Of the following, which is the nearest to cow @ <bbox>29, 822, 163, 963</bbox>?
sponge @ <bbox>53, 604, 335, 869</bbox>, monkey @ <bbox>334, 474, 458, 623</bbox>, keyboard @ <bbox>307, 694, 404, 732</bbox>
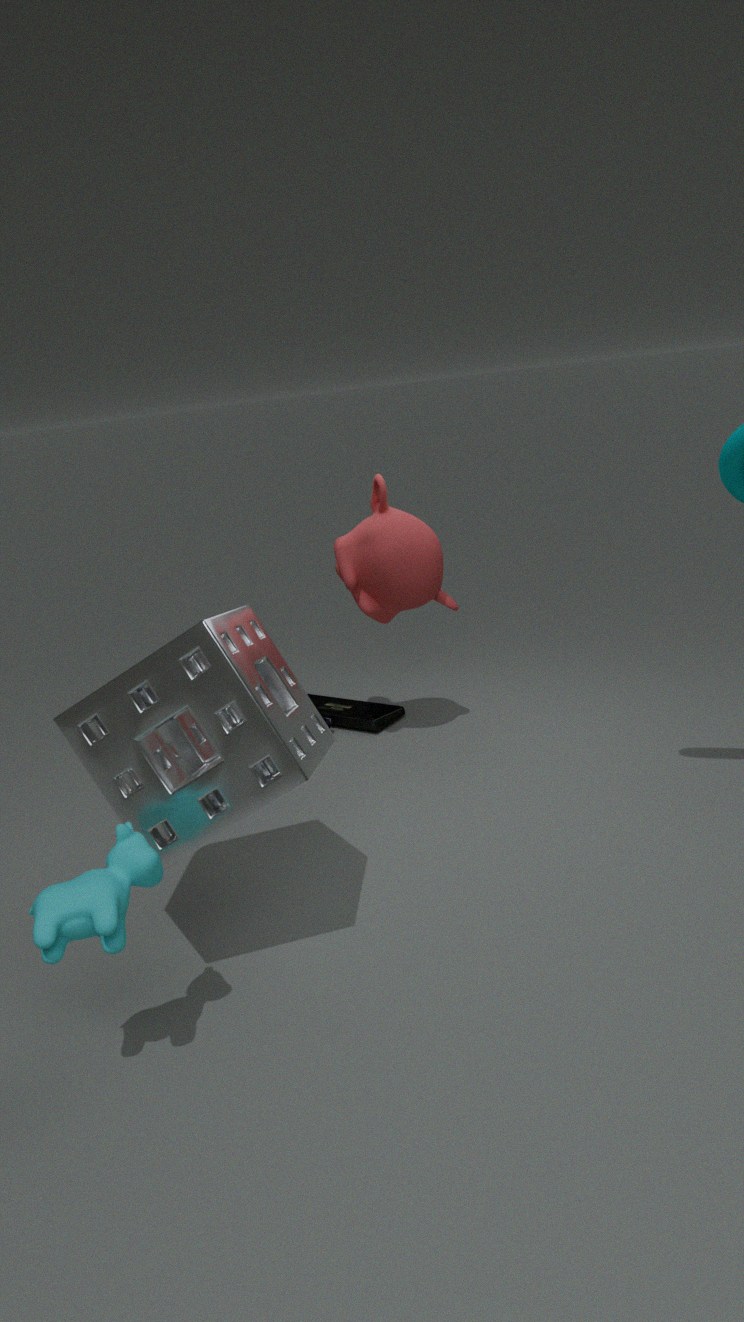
sponge @ <bbox>53, 604, 335, 869</bbox>
